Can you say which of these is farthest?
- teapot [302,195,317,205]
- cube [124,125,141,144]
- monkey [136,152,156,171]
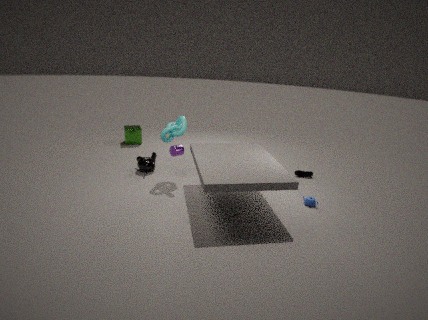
cube [124,125,141,144]
